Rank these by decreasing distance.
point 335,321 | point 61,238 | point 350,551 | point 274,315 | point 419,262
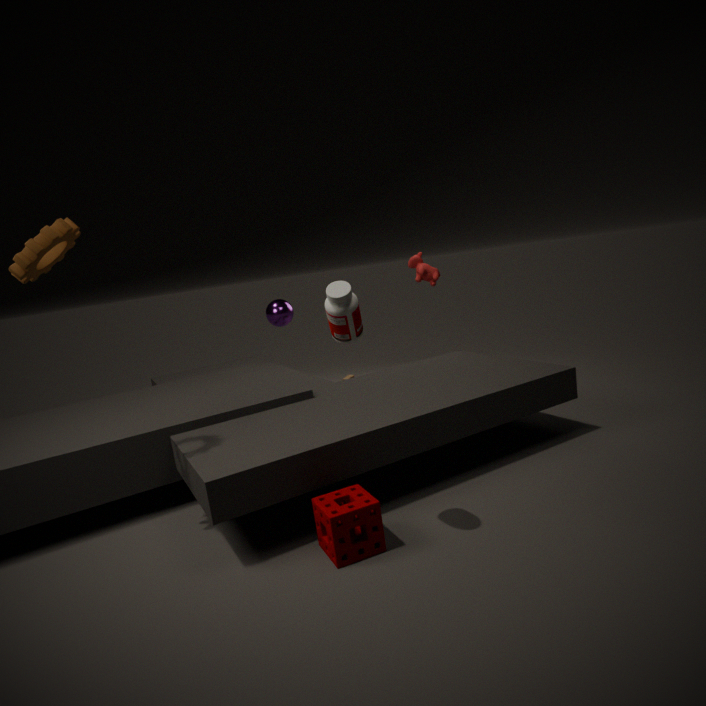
point 419,262 → point 274,315 → point 61,238 → point 350,551 → point 335,321
